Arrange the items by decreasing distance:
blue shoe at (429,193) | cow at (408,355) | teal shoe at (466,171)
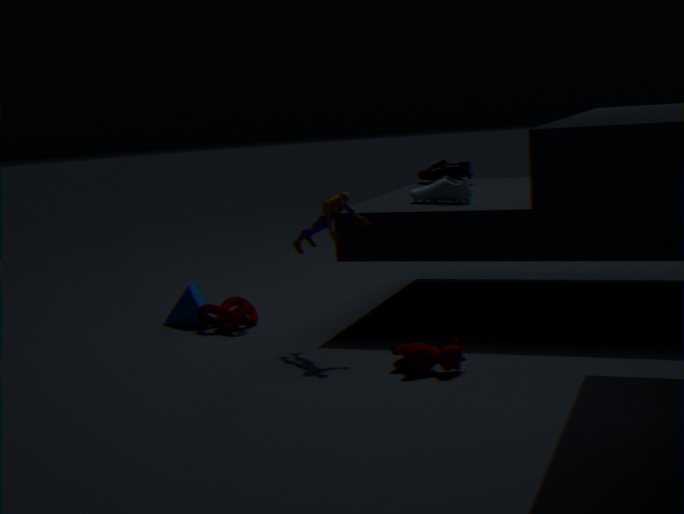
teal shoe at (466,171), blue shoe at (429,193), cow at (408,355)
